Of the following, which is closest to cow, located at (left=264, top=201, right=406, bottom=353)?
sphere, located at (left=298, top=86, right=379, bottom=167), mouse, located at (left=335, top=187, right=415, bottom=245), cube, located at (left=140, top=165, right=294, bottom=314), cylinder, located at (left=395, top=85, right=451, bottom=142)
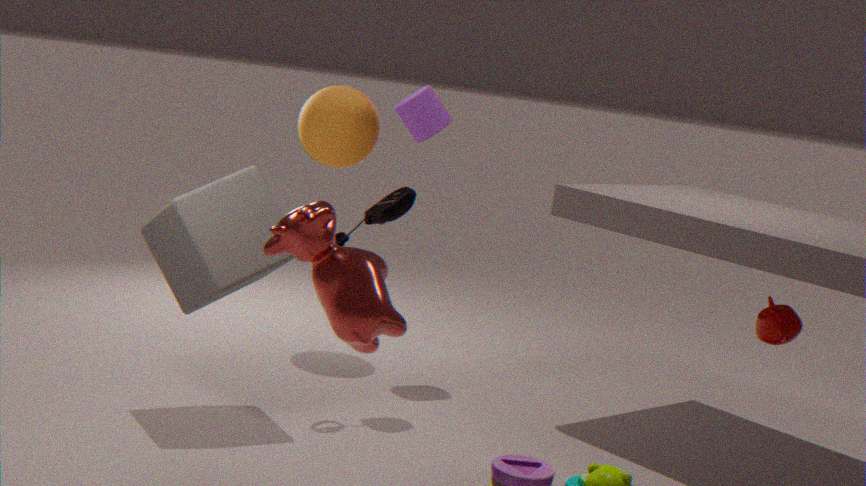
cube, located at (left=140, top=165, right=294, bottom=314)
